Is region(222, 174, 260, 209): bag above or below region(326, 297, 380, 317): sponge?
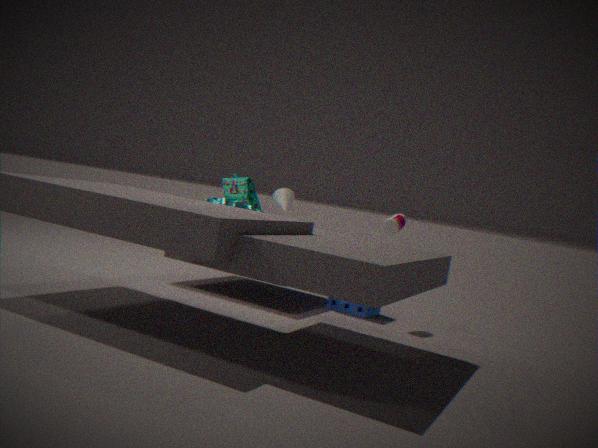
above
